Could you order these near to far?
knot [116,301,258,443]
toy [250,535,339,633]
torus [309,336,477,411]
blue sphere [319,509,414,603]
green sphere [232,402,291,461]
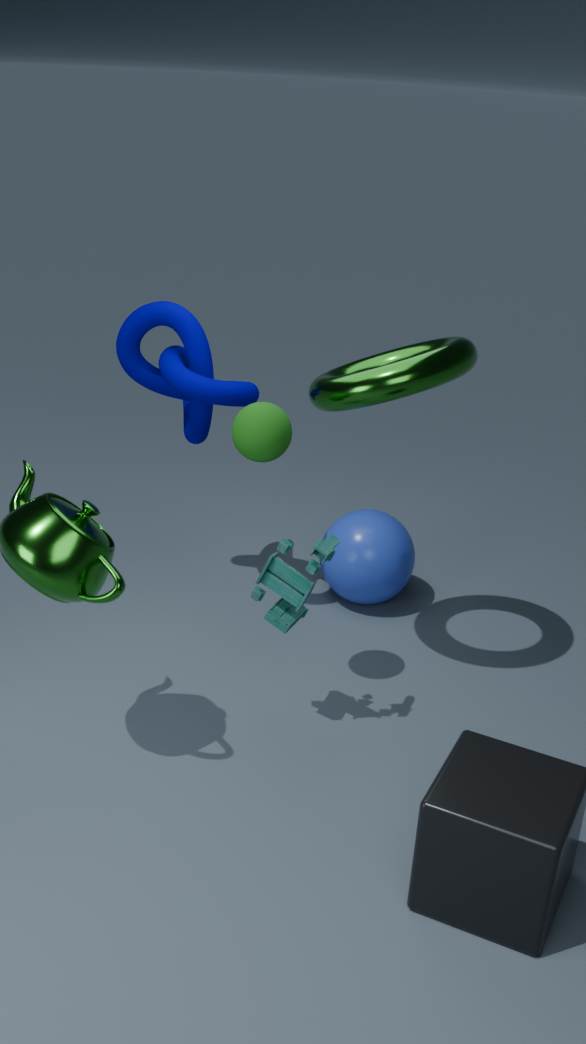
green sphere [232,402,291,461] → torus [309,336,477,411] → toy [250,535,339,633] → knot [116,301,258,443] → blue sphere [319,509,414,603]
